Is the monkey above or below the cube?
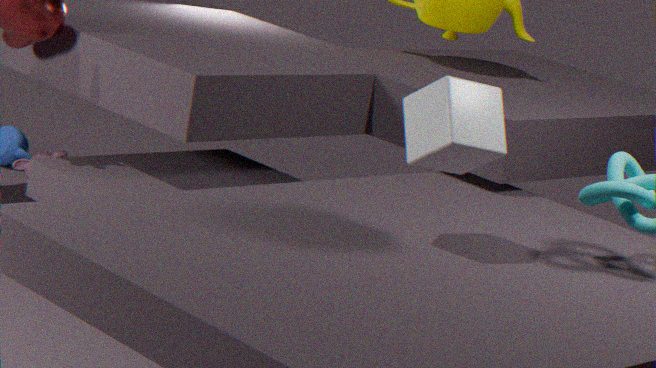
below
